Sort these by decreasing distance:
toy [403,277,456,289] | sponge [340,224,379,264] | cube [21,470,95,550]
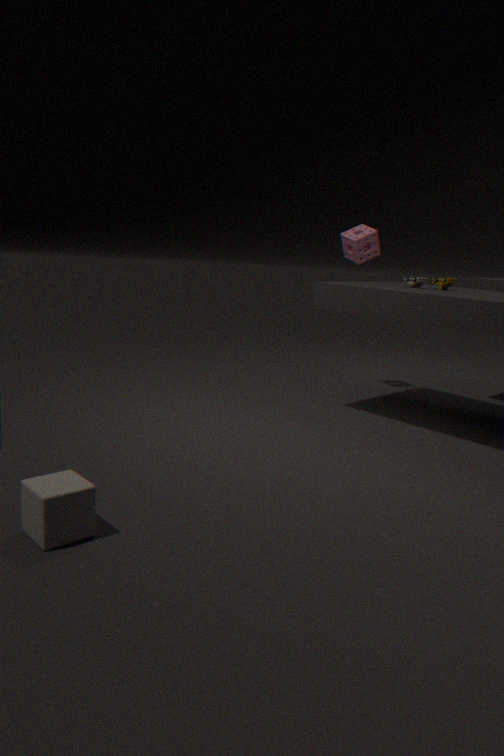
sponge [340,224,379,264] → toy [403,277,456,289] → cube [21,470,95,550]
